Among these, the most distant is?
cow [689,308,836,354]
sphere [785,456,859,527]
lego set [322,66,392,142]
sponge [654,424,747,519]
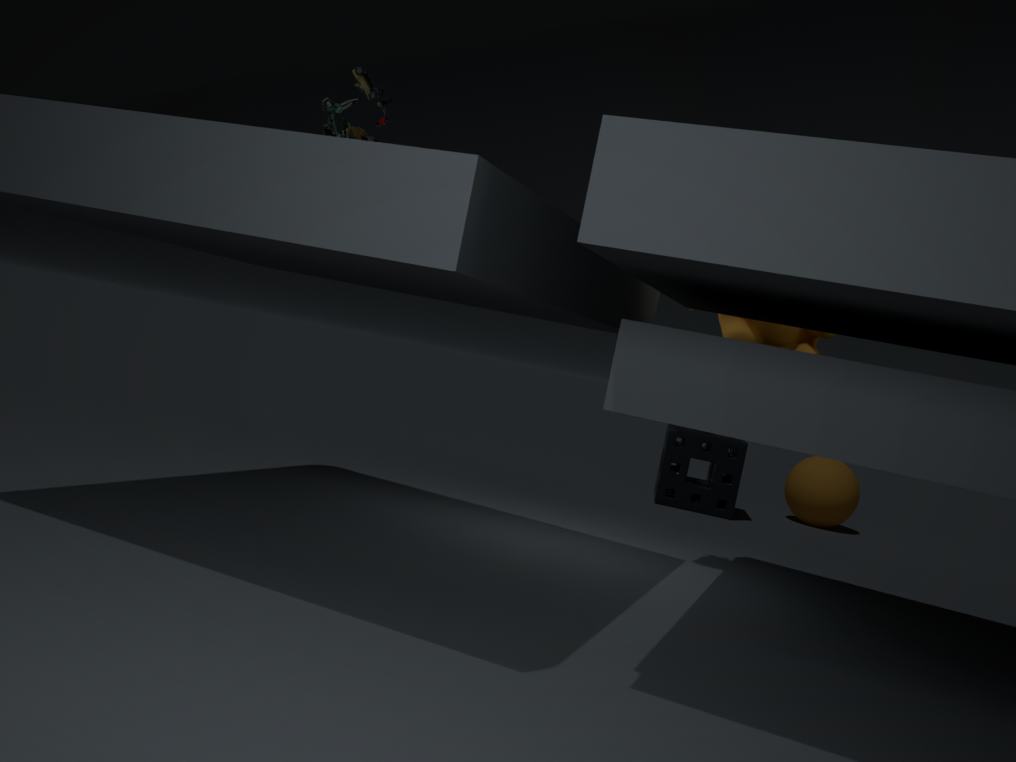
sphere [785,456,859,527]
